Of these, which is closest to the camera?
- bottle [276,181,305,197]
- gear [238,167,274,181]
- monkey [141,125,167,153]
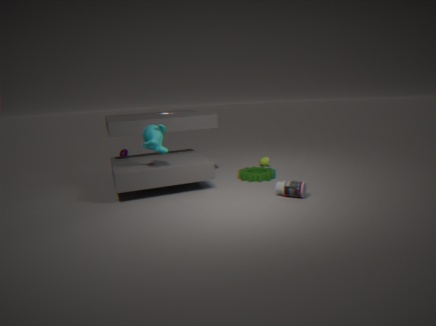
bottle [276,181,305,197]
